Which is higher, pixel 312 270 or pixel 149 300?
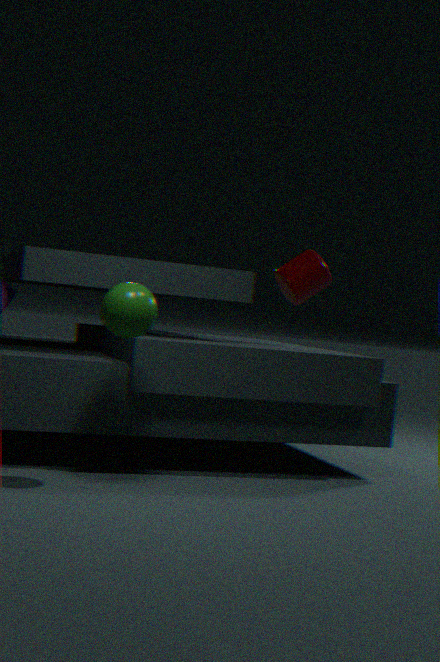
pixel 312 270
